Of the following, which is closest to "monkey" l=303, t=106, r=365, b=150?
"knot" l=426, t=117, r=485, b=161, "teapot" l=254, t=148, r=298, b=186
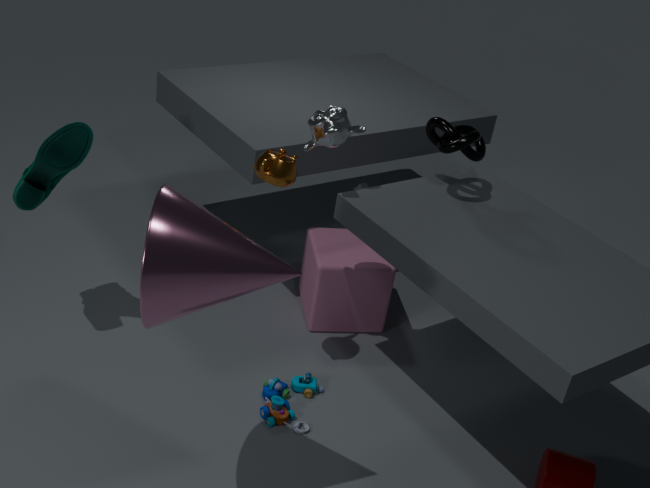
"teapot" l=254, t=148, r=298, b=186
